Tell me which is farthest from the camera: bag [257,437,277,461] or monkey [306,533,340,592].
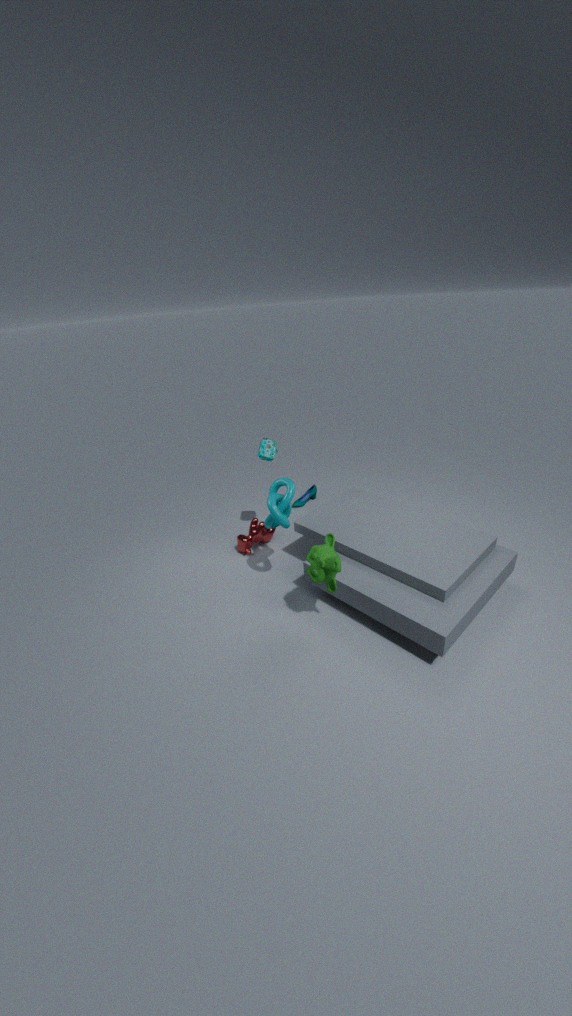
bag [257,437,277,461]
